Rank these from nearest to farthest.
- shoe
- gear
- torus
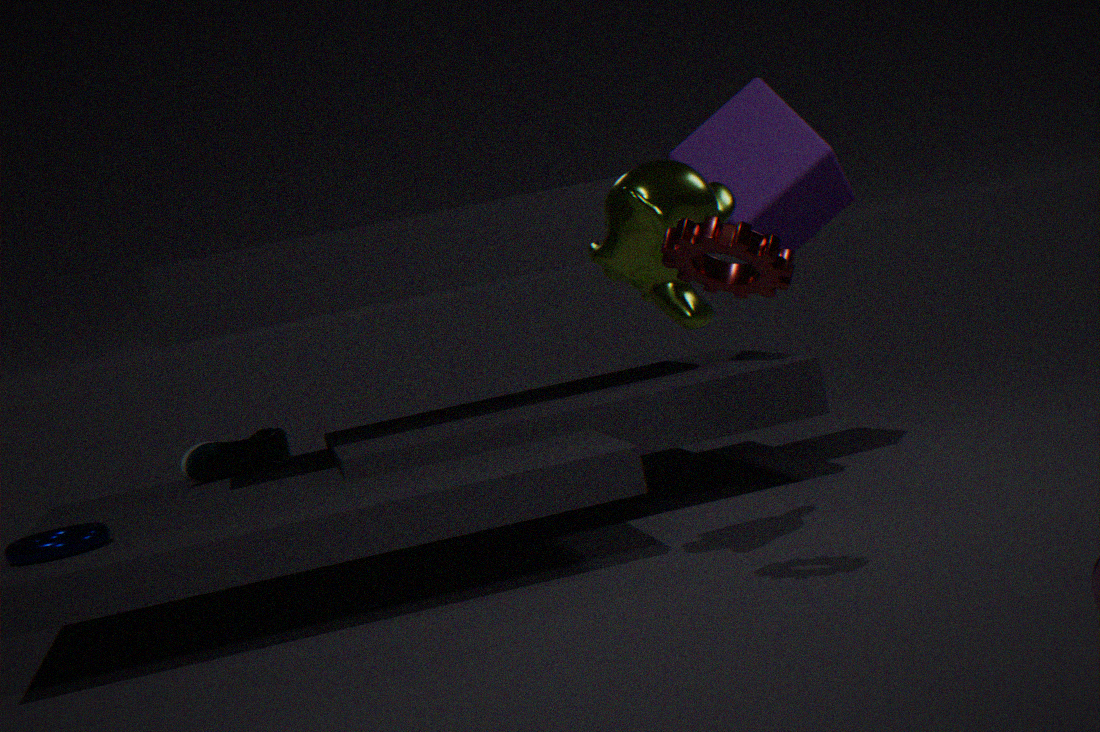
1. gear
2. torus
3. shoe
